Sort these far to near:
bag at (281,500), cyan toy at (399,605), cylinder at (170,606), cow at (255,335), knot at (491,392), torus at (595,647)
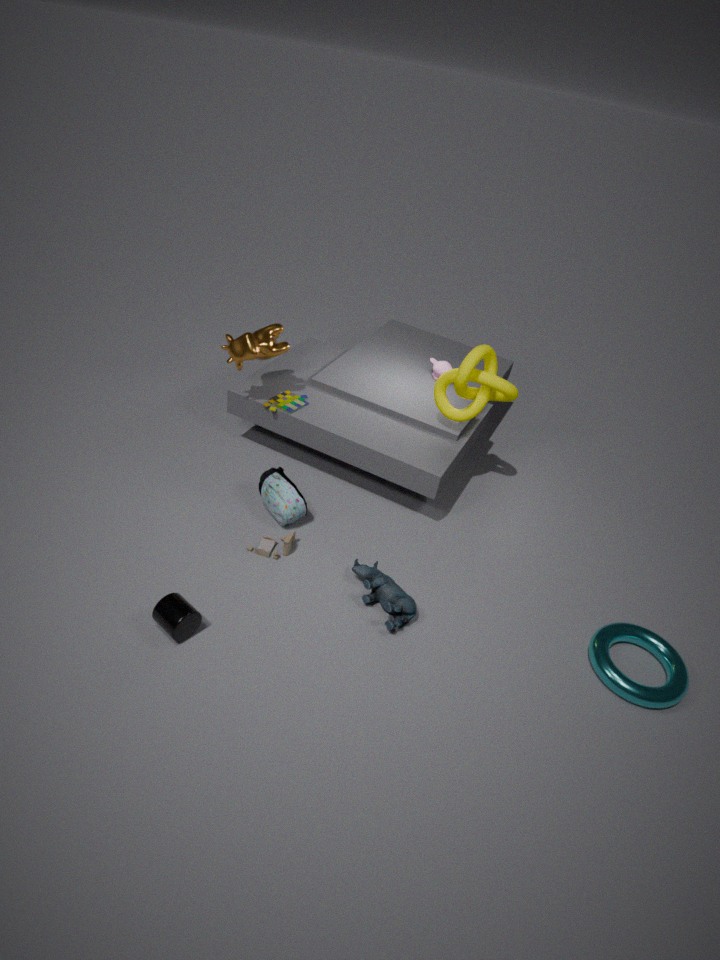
cow at (255,335)
knot at (491,392)
bag at (281,500)
cyan toy at (399,605)
torus at (595,647)
cylinder at (170,606)
